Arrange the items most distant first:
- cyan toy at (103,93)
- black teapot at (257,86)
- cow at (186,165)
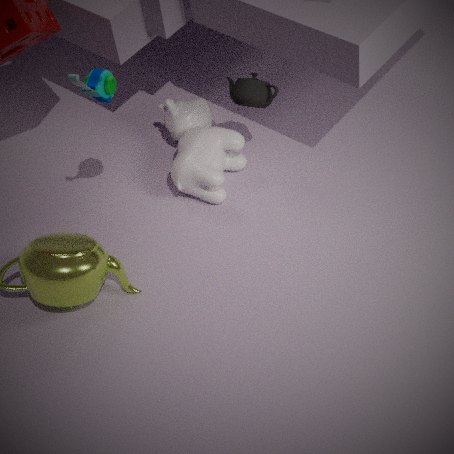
cow at (186,165)
black teapot at (257,86)
cyan toy at (103,93)
